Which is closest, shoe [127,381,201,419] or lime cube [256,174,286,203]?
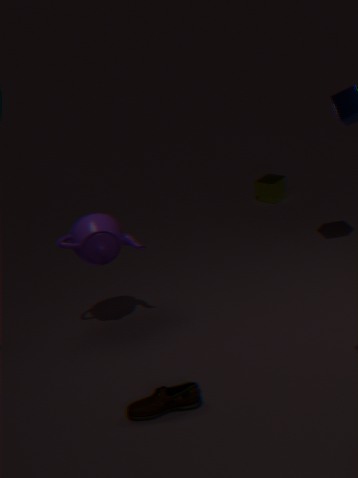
shoe [127,381,201,419]
